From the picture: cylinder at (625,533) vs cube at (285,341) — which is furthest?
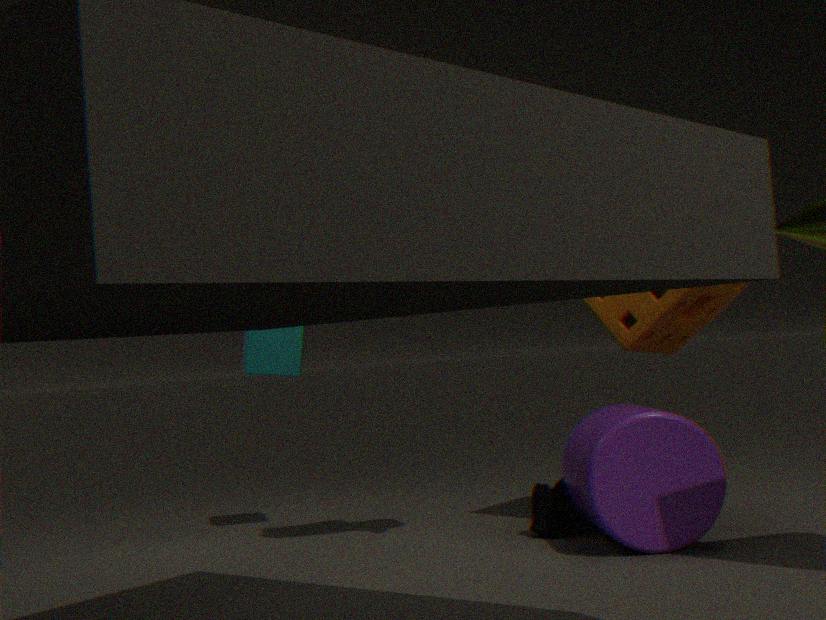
cube at (285,341)
